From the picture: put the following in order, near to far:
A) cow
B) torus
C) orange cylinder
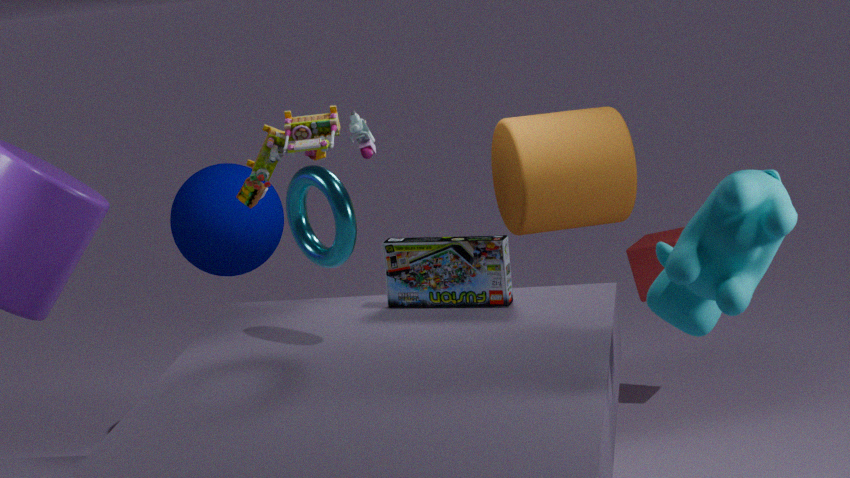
cow
torus
orange cylinder
